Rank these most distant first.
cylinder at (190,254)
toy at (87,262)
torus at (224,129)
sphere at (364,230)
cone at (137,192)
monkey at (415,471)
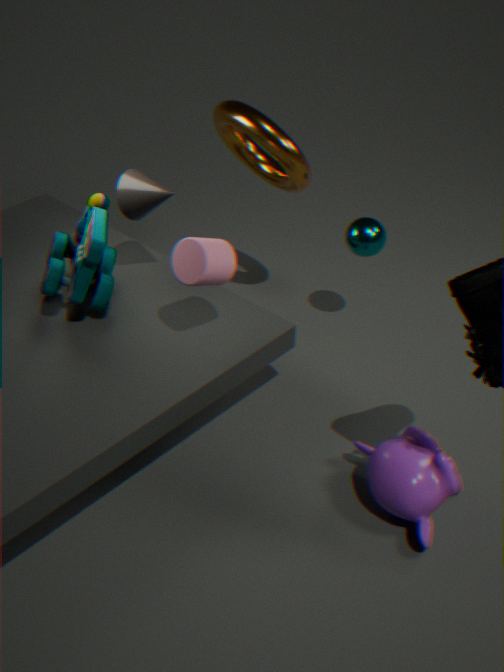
1. sphere at (364,230)
2. torus at (224,129)
3. cone at (137,192)
4. toy at (87,262)
5. cylinder at (190,254)
6. monkey at (415,471)
